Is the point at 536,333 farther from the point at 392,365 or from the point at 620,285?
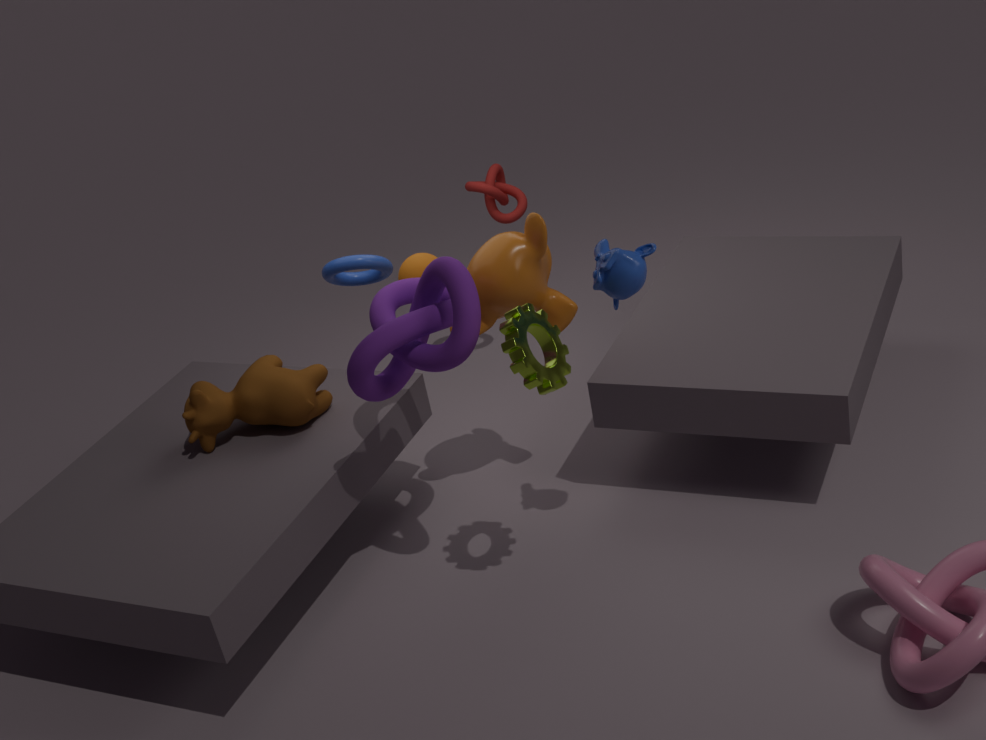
the point at 392,365
